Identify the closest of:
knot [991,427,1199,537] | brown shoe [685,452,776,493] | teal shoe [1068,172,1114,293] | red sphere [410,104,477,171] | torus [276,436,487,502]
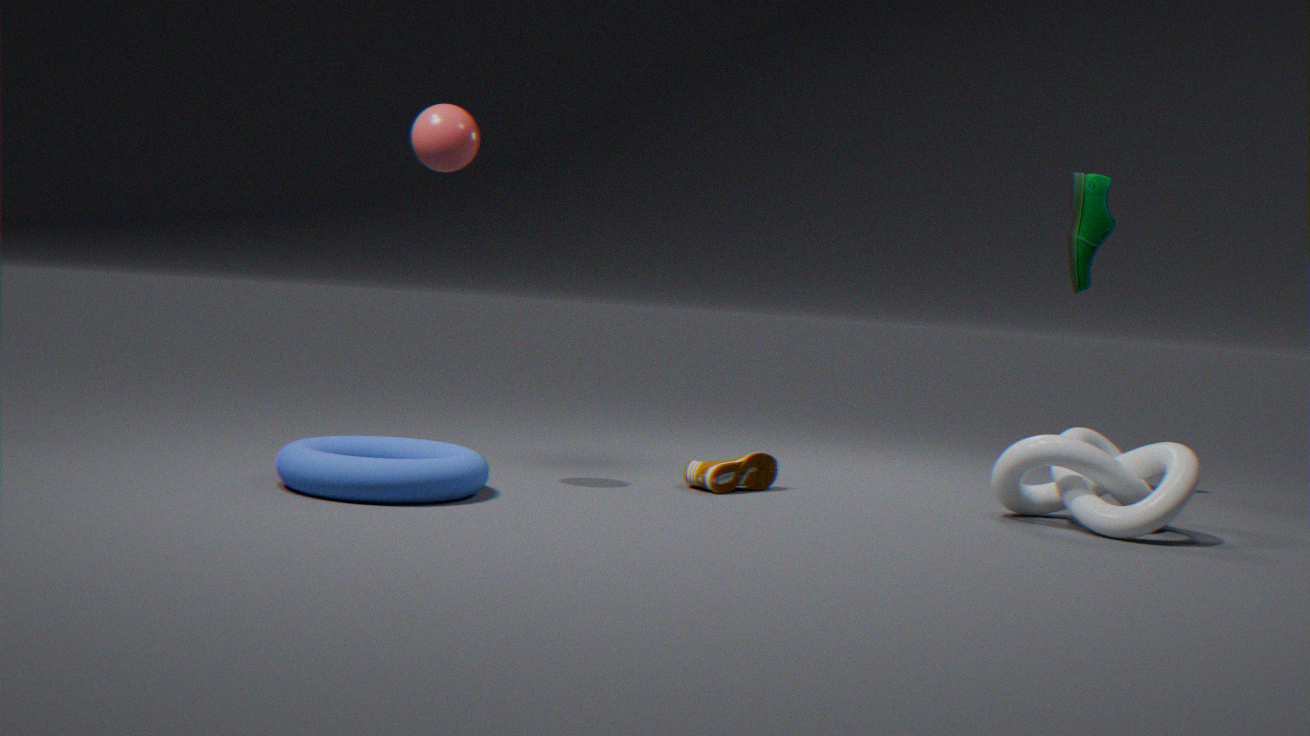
torus [276,436,487,502]
